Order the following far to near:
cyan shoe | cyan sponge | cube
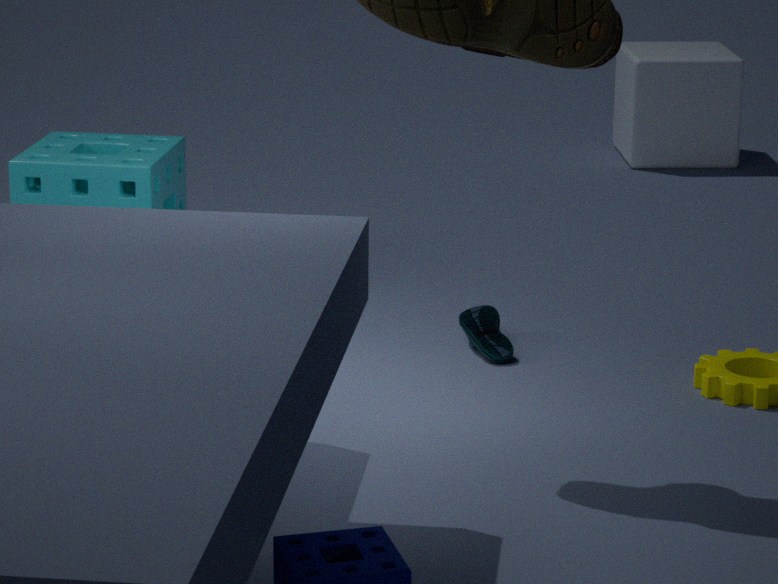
cube, cyan sponge, cyan shoe
